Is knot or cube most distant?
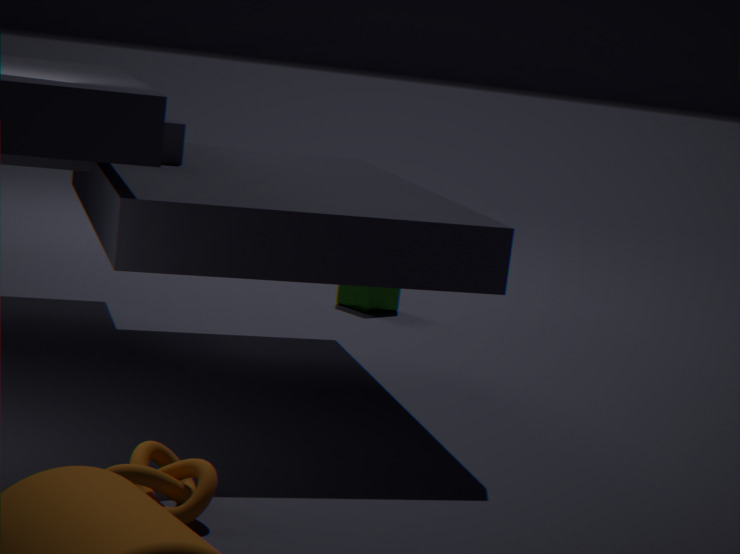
cube
